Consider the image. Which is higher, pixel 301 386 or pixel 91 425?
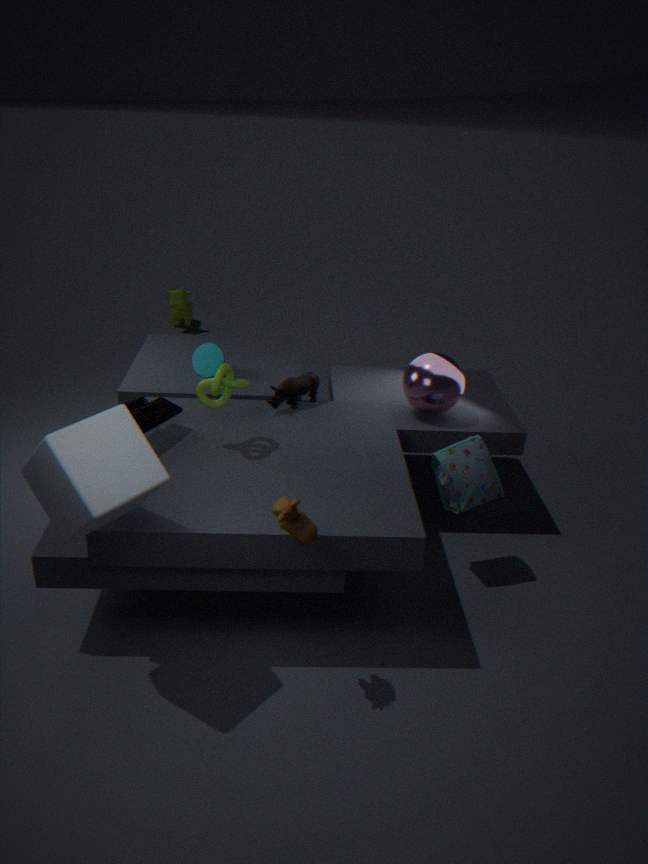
pixel 91 425
